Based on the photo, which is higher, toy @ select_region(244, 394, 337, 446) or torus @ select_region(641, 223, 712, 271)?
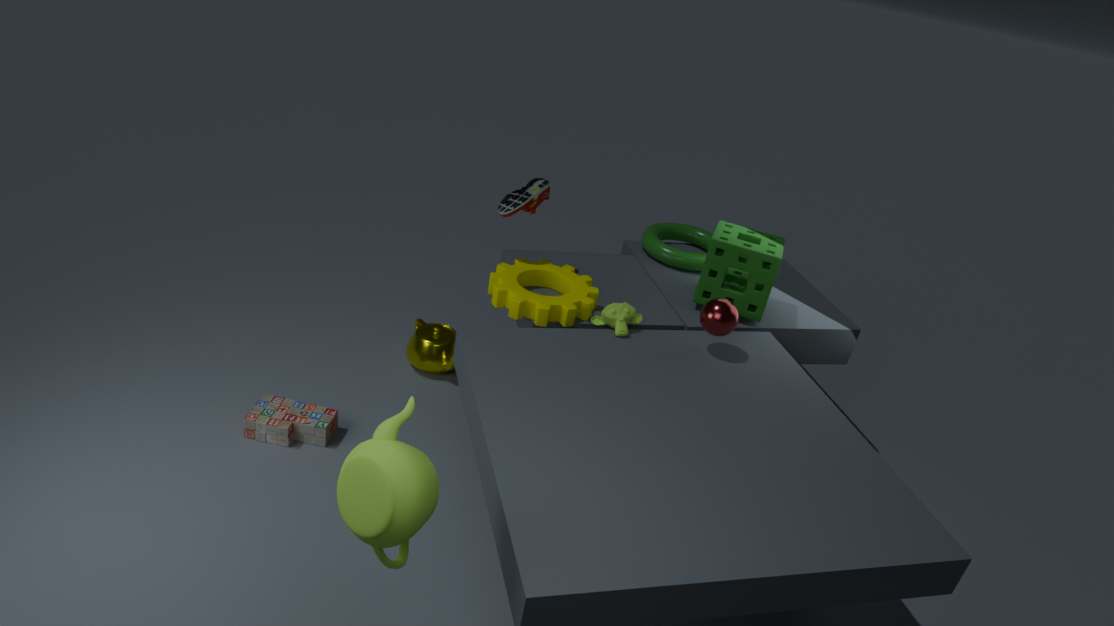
torus @ select_region(641, 223, 712, 271)
